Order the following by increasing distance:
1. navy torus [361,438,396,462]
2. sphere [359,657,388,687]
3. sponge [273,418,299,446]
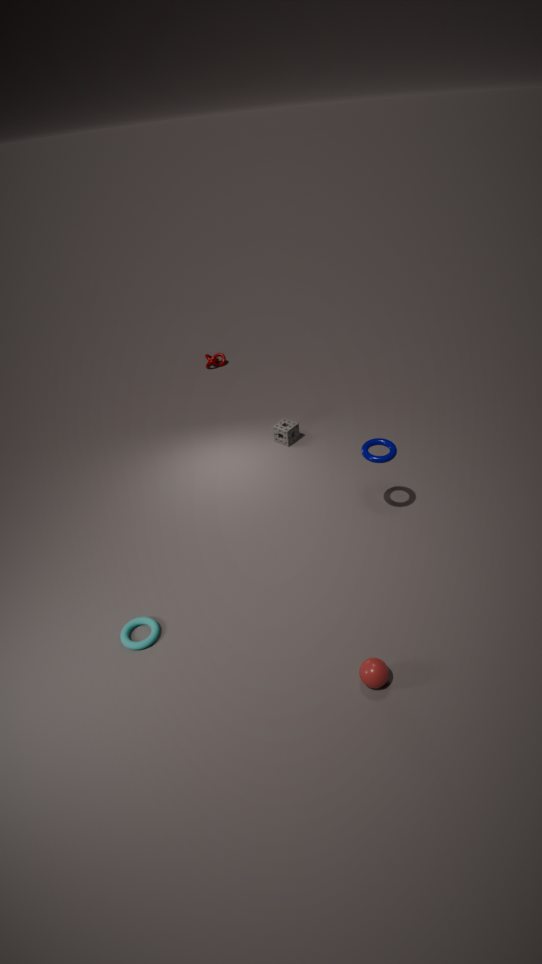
1. sphere [359,657,388,687]
2. navy torus [361,438,396,462]
3. sponge [273,418,299,446]
